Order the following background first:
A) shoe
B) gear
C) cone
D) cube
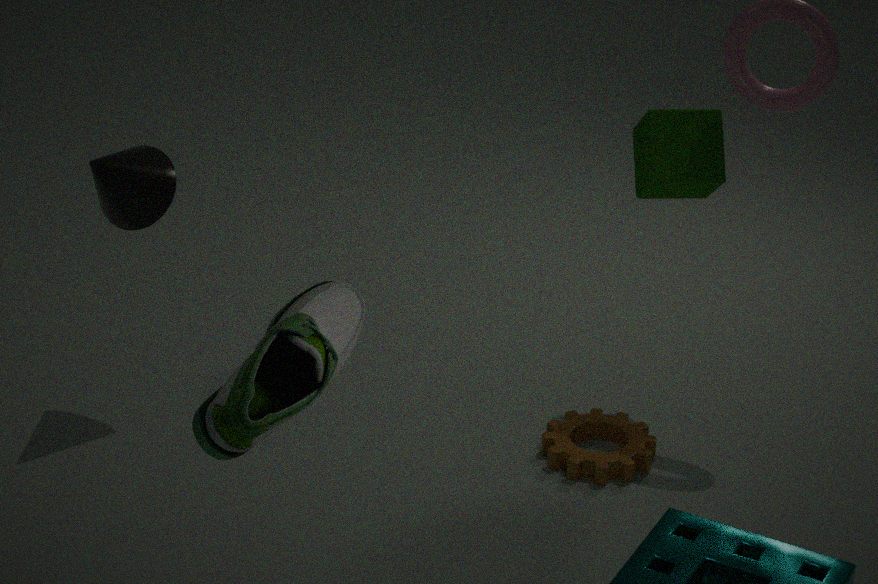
cone → cube → gear → shoe
